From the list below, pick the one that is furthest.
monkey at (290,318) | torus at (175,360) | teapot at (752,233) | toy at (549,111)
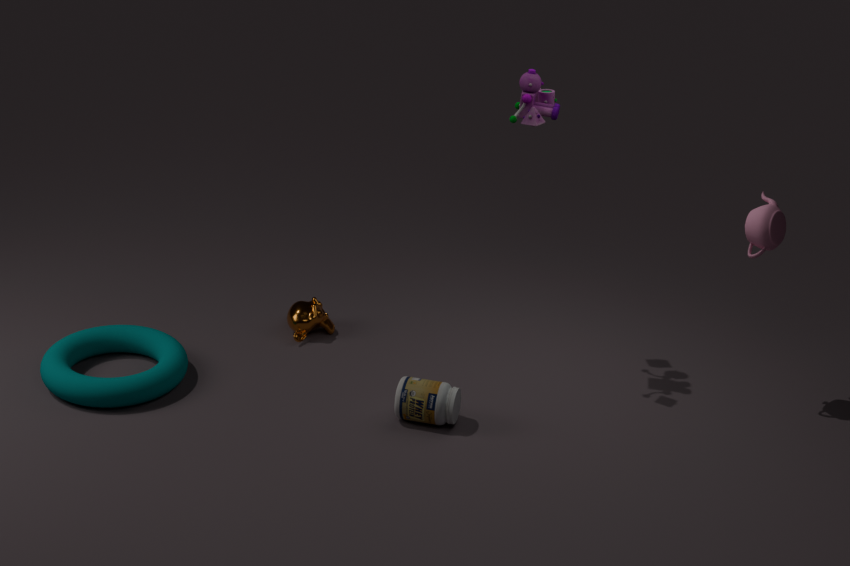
monkey at (290,318)
